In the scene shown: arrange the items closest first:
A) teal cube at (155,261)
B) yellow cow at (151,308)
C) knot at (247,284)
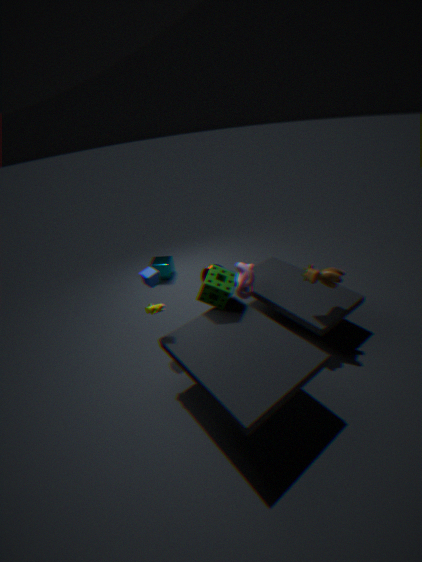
yellow cow at (151,308), knot at (247,284), teal cube at (155,261)
